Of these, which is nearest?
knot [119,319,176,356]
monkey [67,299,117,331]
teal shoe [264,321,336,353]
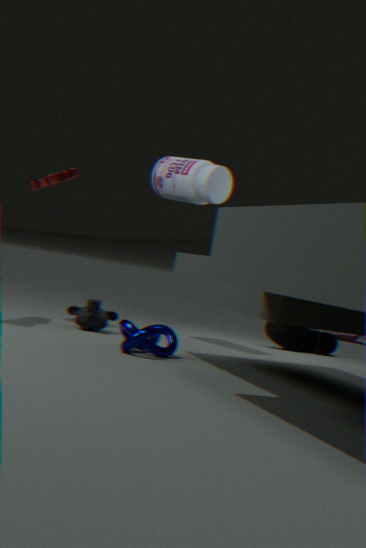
knot [119,319,176,356]
